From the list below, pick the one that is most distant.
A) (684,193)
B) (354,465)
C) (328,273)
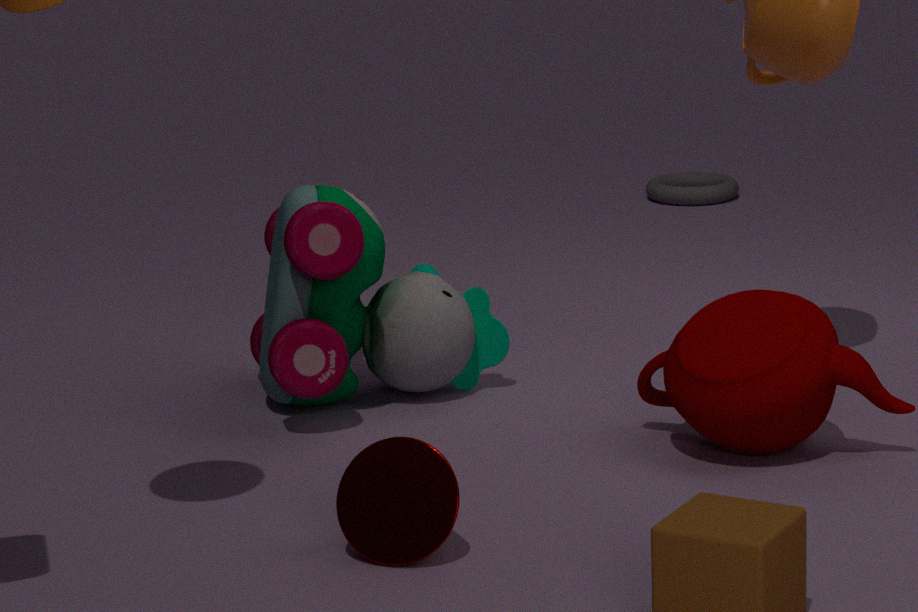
(684,193)
